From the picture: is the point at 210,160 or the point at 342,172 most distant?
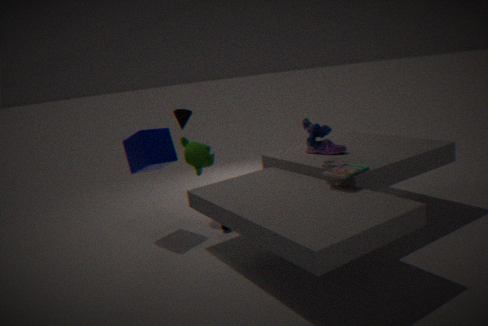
the point at 210,160
